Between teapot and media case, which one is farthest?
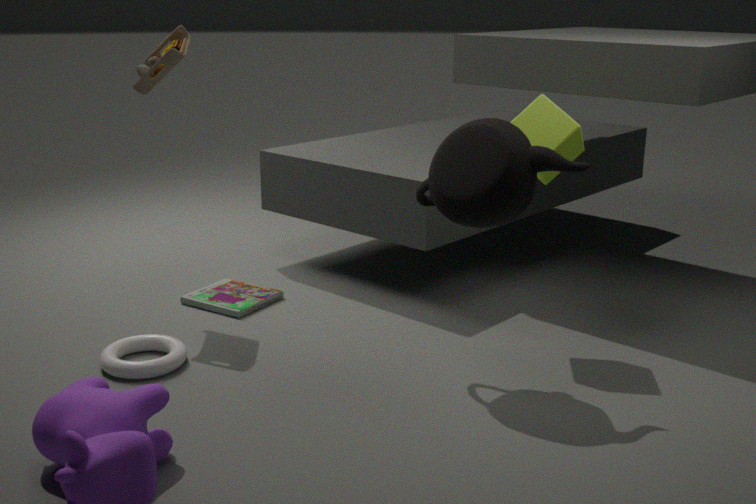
media case
